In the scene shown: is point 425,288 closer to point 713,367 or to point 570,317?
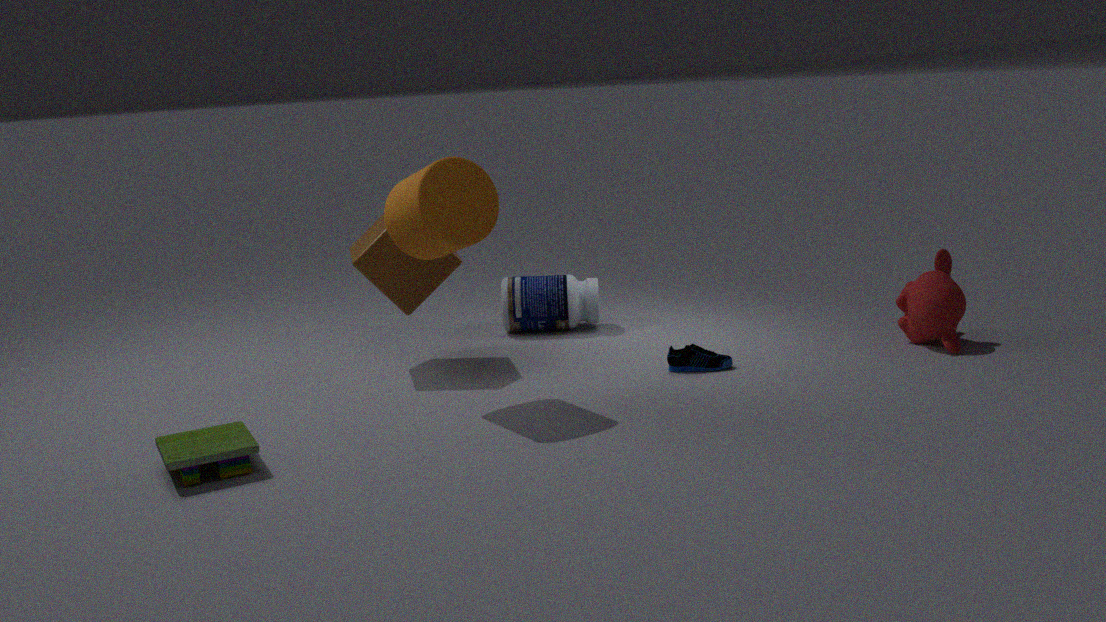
point 570,317
